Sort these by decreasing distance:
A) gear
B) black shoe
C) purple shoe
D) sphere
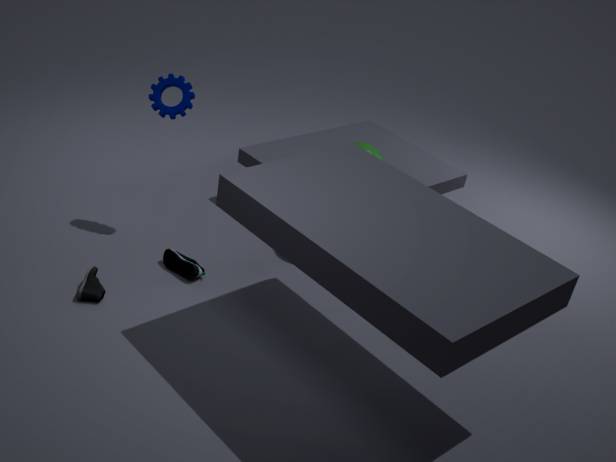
1. sphere
2. gear
3. purple shoe
4. black shoe
